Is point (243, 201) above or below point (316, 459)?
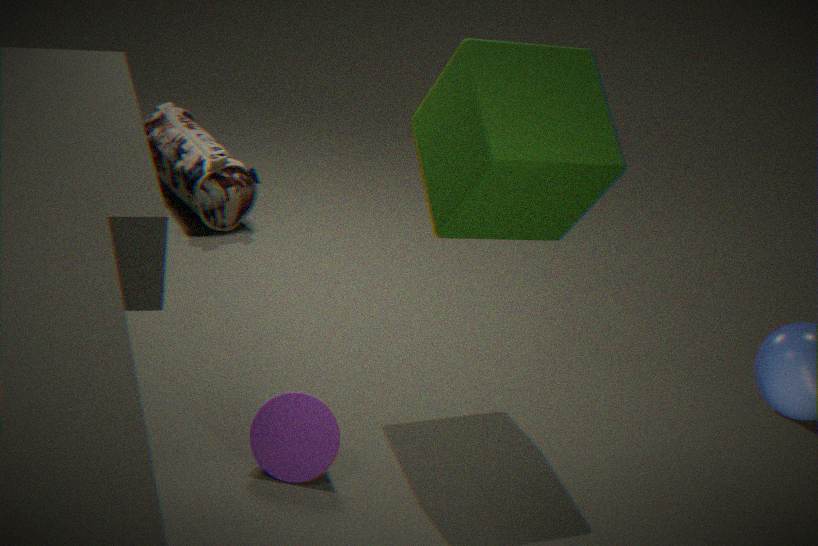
above
